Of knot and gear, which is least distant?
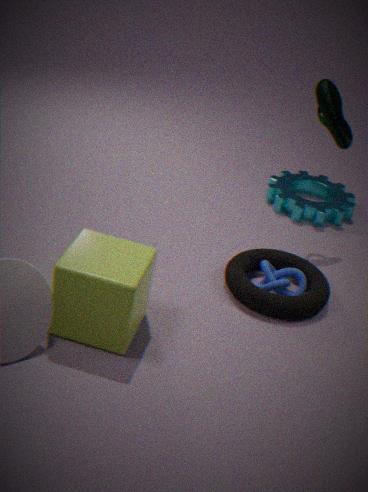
knot
